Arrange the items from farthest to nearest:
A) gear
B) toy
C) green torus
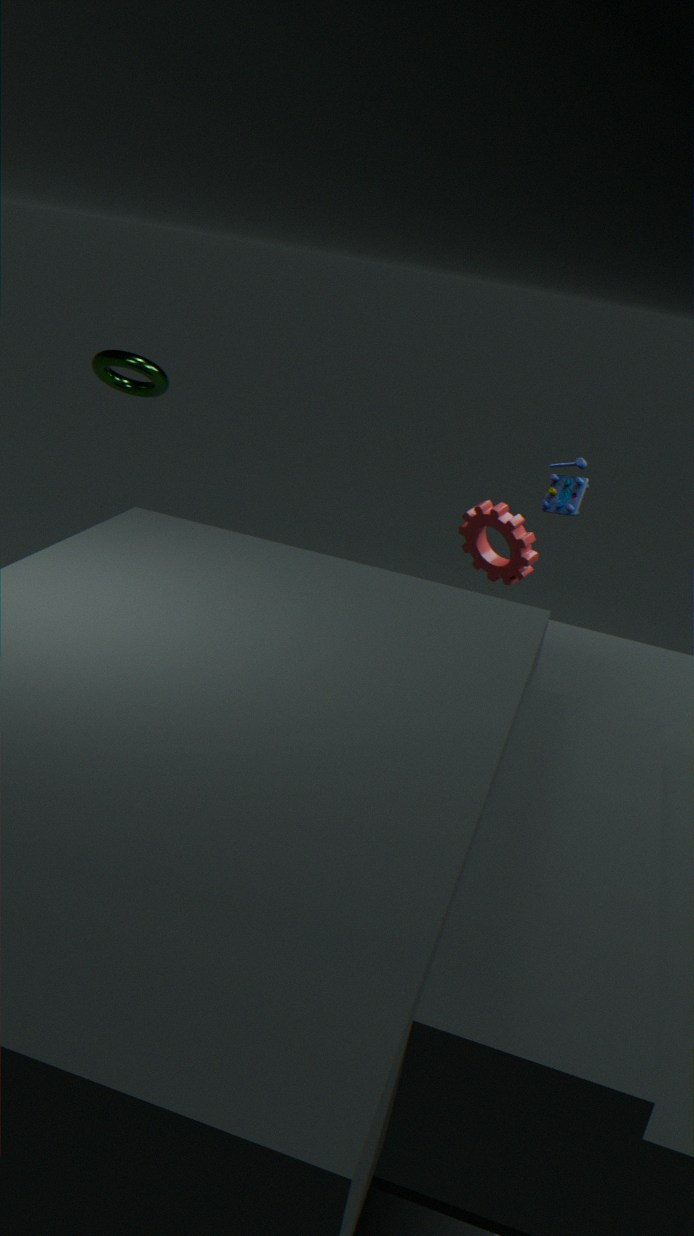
green torus < toy < gear
